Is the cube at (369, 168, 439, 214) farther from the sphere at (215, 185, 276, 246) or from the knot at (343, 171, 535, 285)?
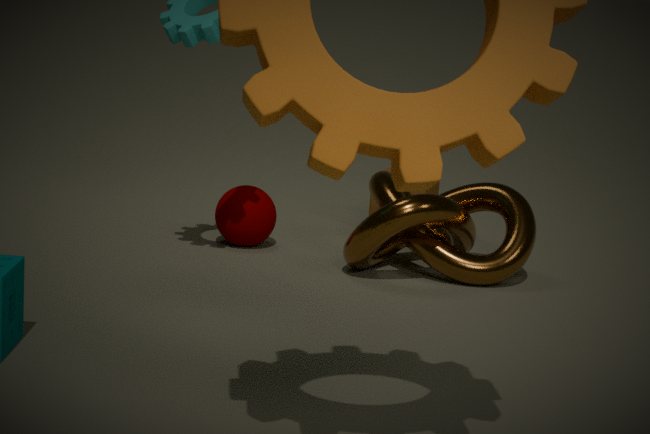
the sphere at (215, 185, 276, 246)
